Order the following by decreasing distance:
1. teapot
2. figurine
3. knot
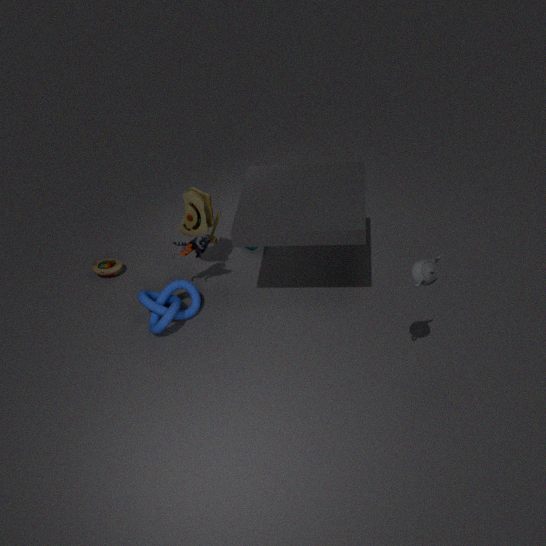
figurine
knot
teapot
